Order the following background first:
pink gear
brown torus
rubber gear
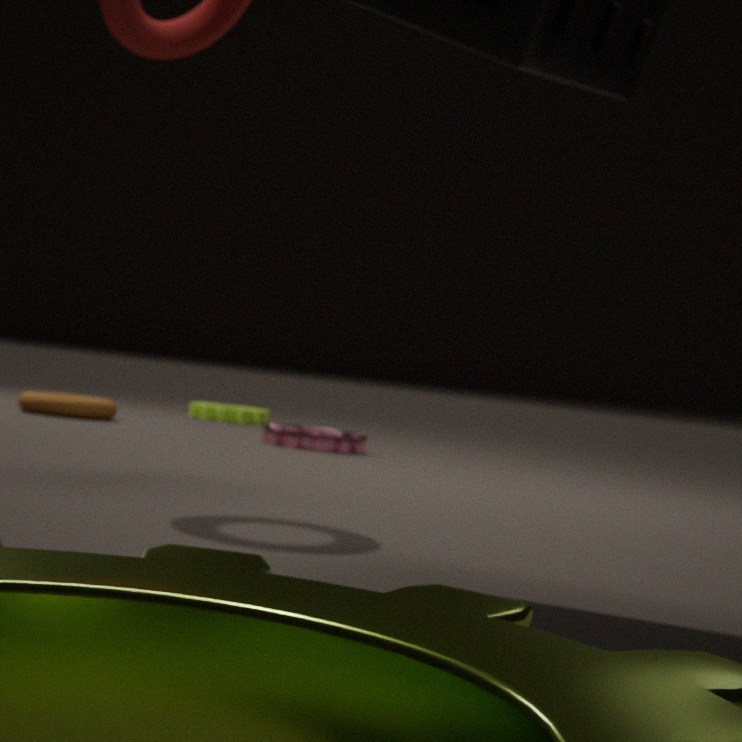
rubber gear
brown torus
pink gear
